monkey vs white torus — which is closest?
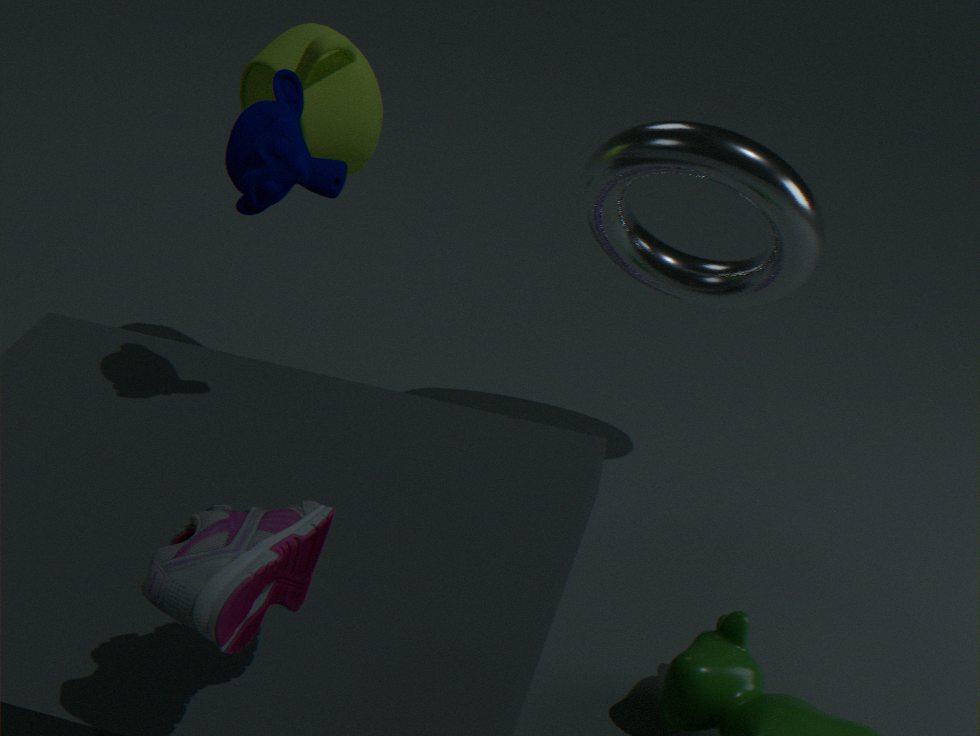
monkey
